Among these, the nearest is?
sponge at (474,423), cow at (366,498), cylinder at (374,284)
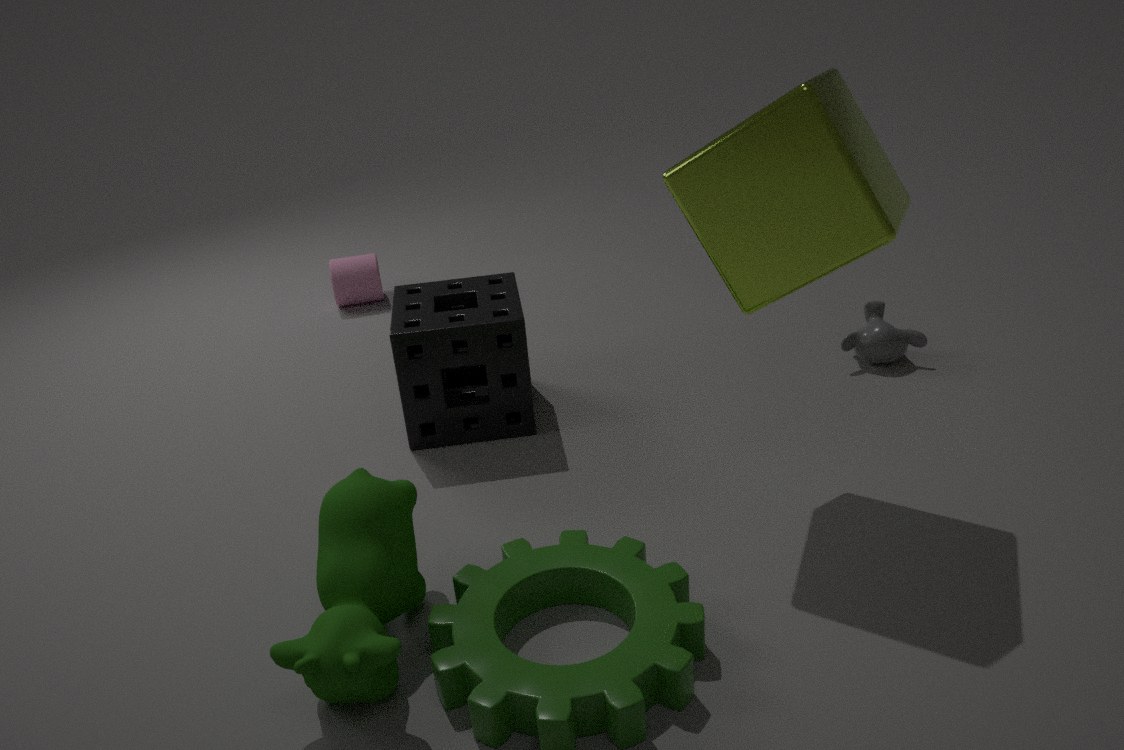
cow at (366,498)
